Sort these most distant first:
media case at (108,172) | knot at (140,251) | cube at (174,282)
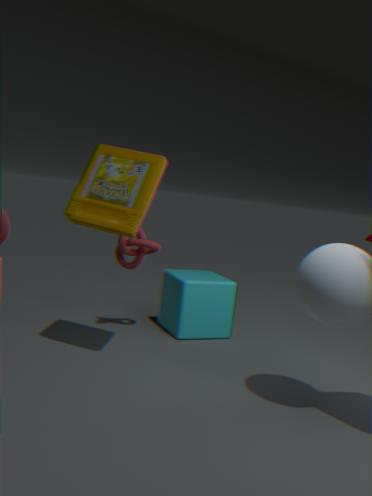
cube at (174,282)
knot at (140,251)
media case at (108,172)
